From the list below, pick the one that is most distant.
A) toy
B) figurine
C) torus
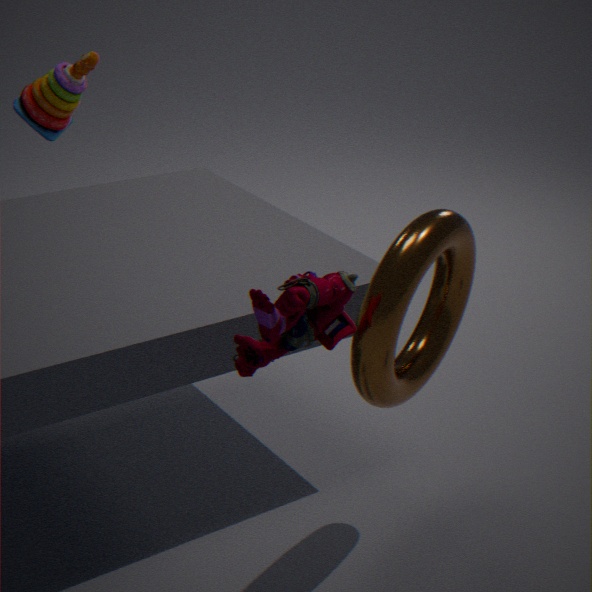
toy
